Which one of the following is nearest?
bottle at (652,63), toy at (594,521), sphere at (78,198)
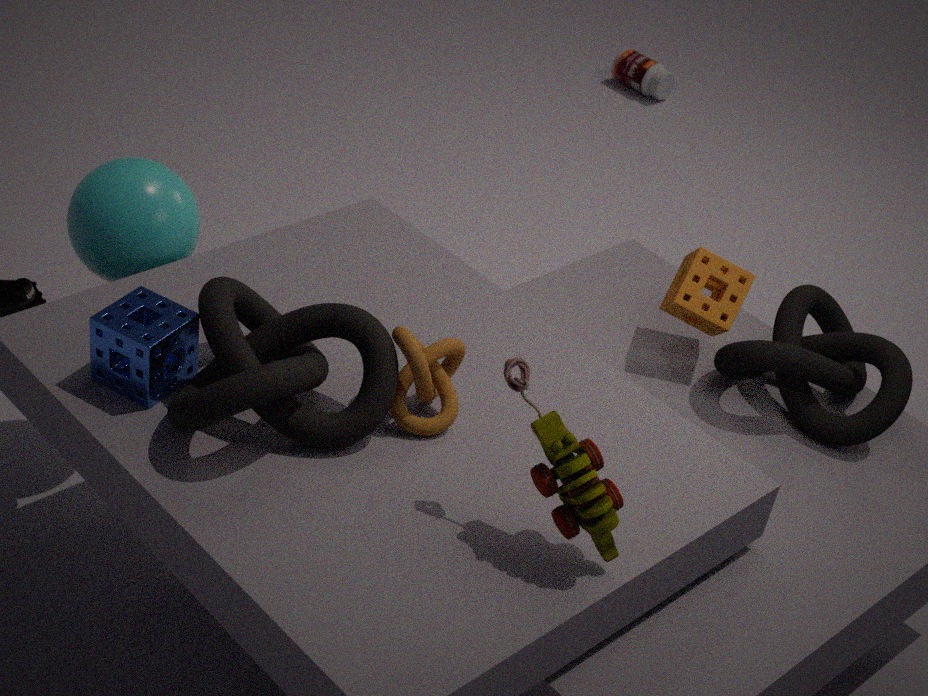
toy at (594,521)
